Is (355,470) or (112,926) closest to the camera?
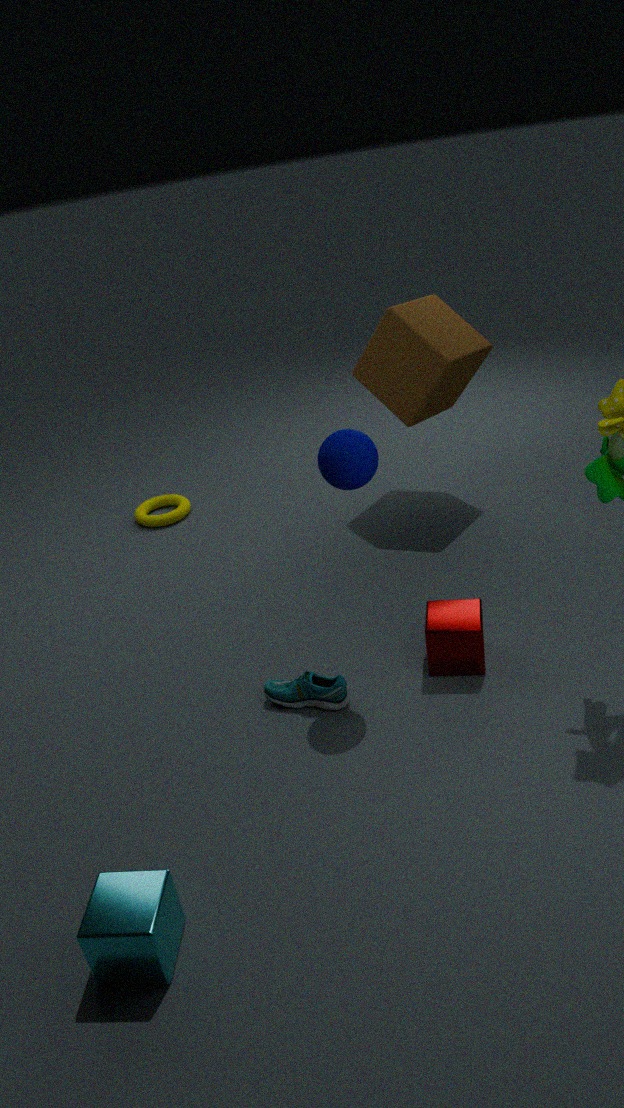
(112,926)
